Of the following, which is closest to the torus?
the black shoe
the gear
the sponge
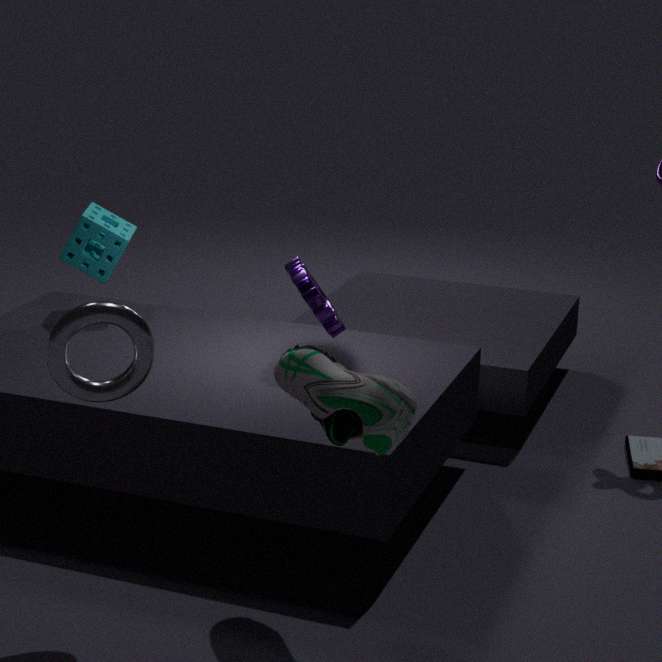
the black shoe
